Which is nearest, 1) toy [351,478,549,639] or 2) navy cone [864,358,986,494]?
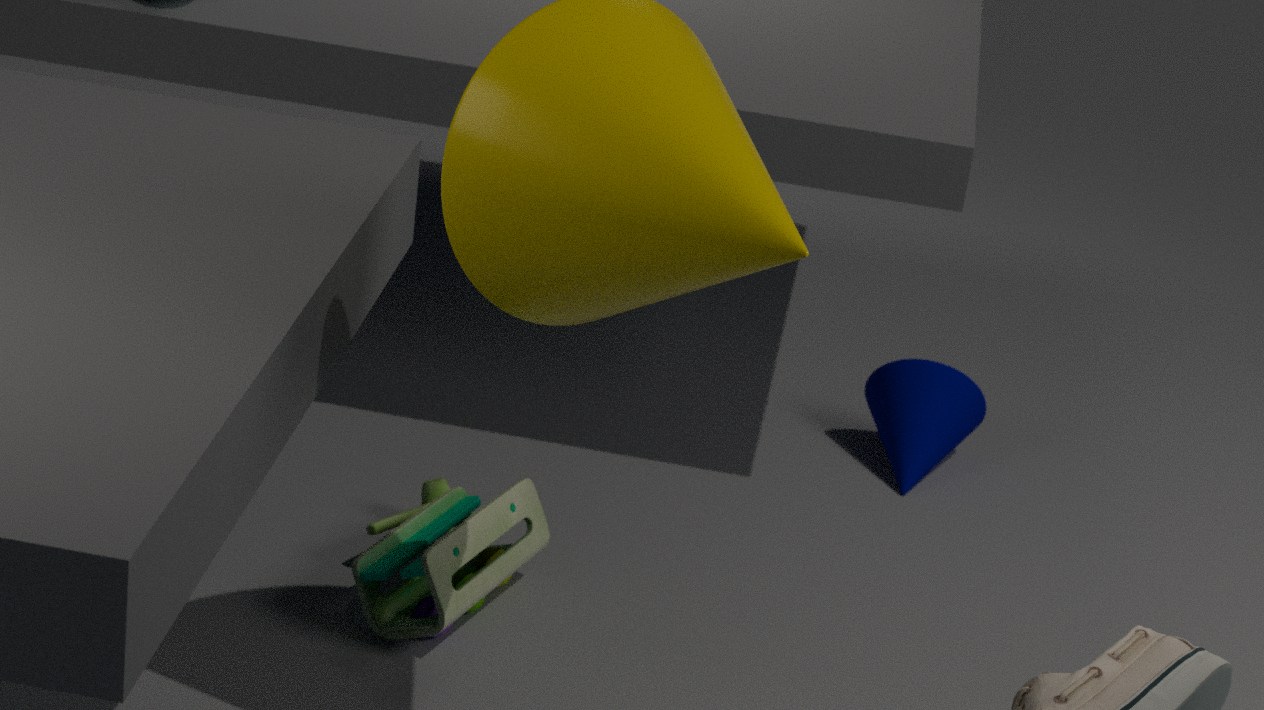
1. toy [351,478,549,639]
